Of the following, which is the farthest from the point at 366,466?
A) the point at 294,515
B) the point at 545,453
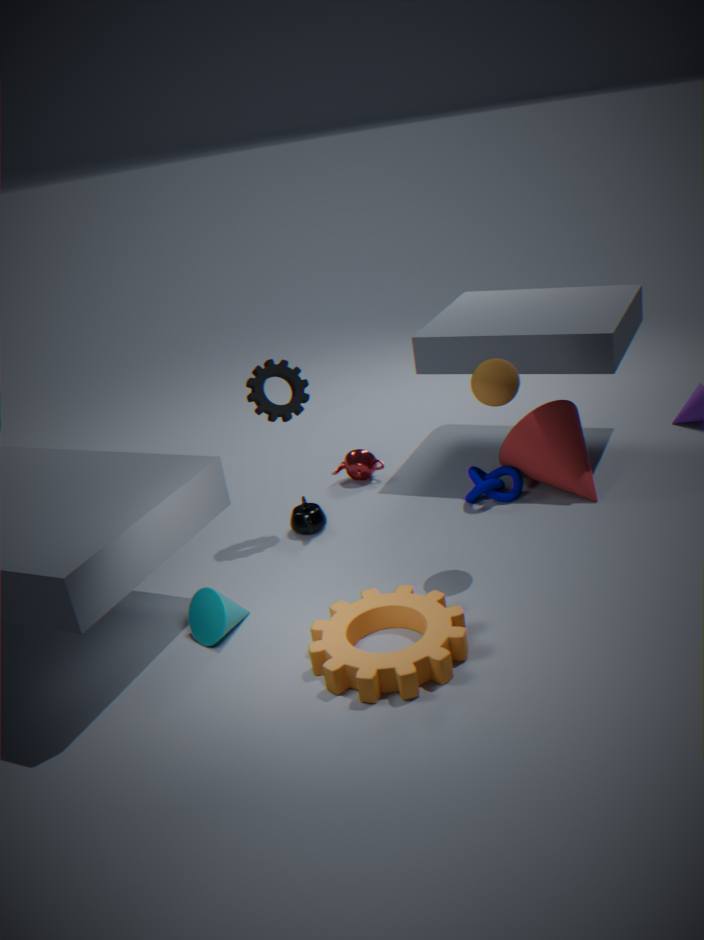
the point at 545,453
